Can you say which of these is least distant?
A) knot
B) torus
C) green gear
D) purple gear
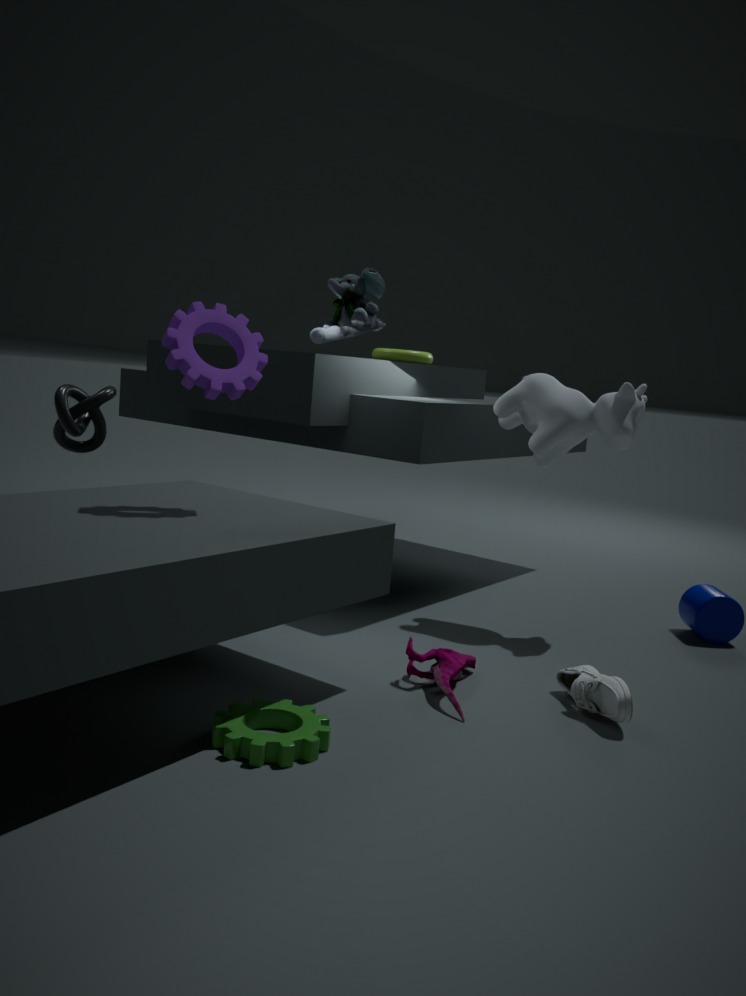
C. green gear
